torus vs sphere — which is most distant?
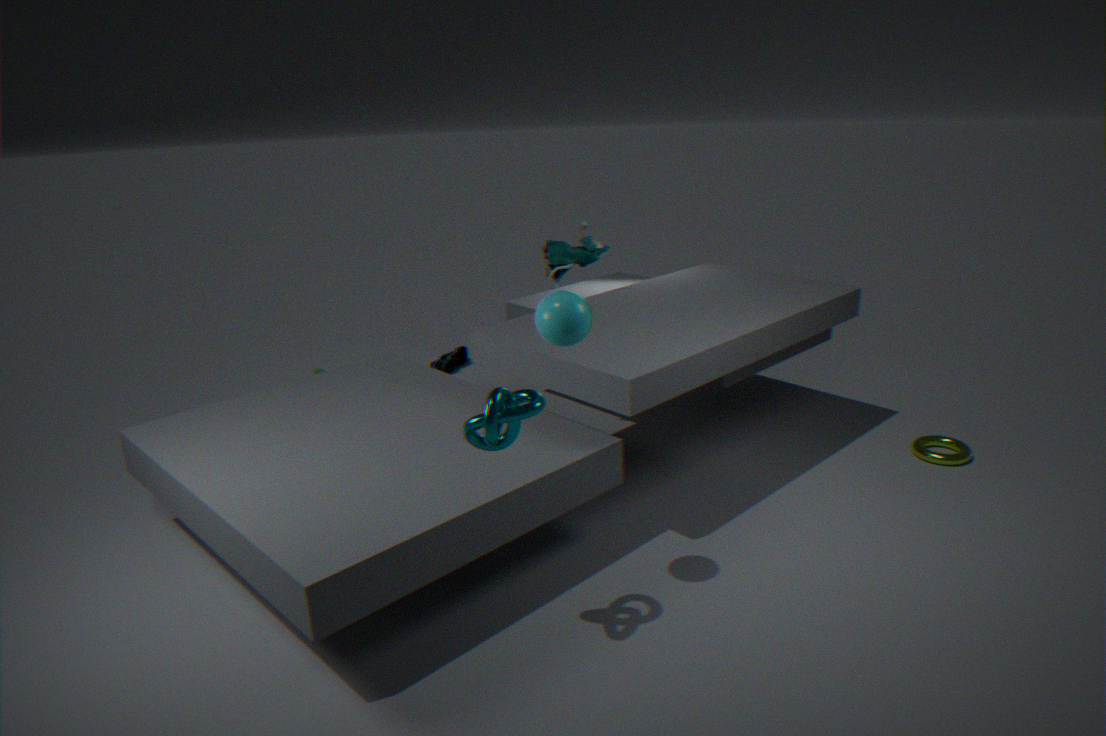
torus
